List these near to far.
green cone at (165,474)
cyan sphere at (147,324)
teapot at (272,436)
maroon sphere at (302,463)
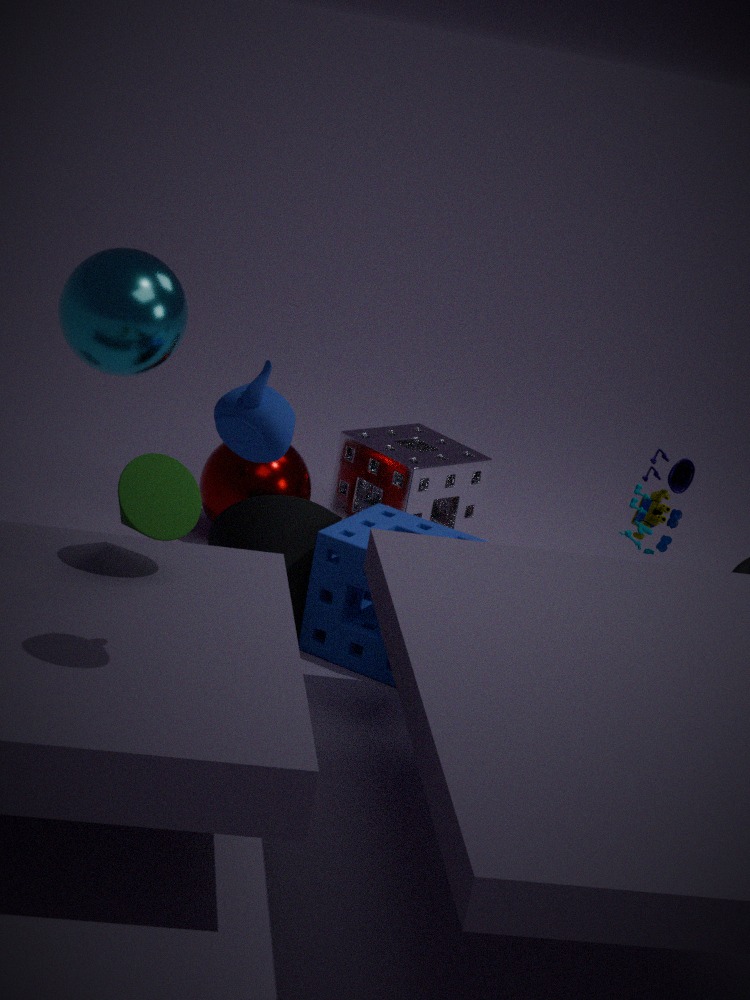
teapot at (272,436)
green cone at (165,474)
cyan sphere at (147,324)
maroon sphere at (302,463)
